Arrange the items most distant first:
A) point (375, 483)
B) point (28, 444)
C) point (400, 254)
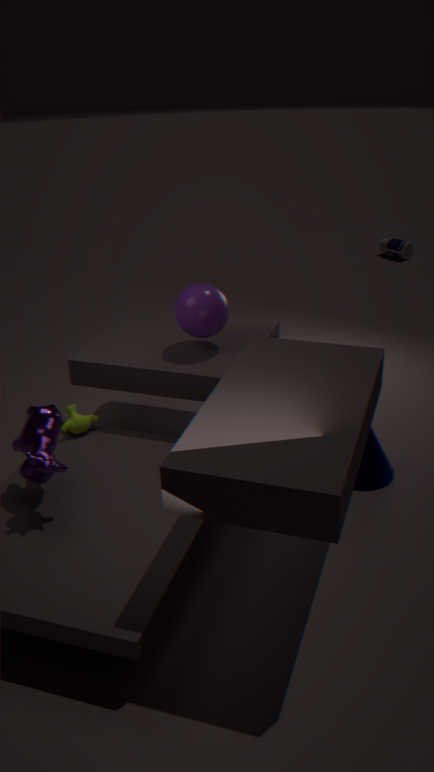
1. point (400, 254)
2. point (375, 483)
3. point (28, 444)
